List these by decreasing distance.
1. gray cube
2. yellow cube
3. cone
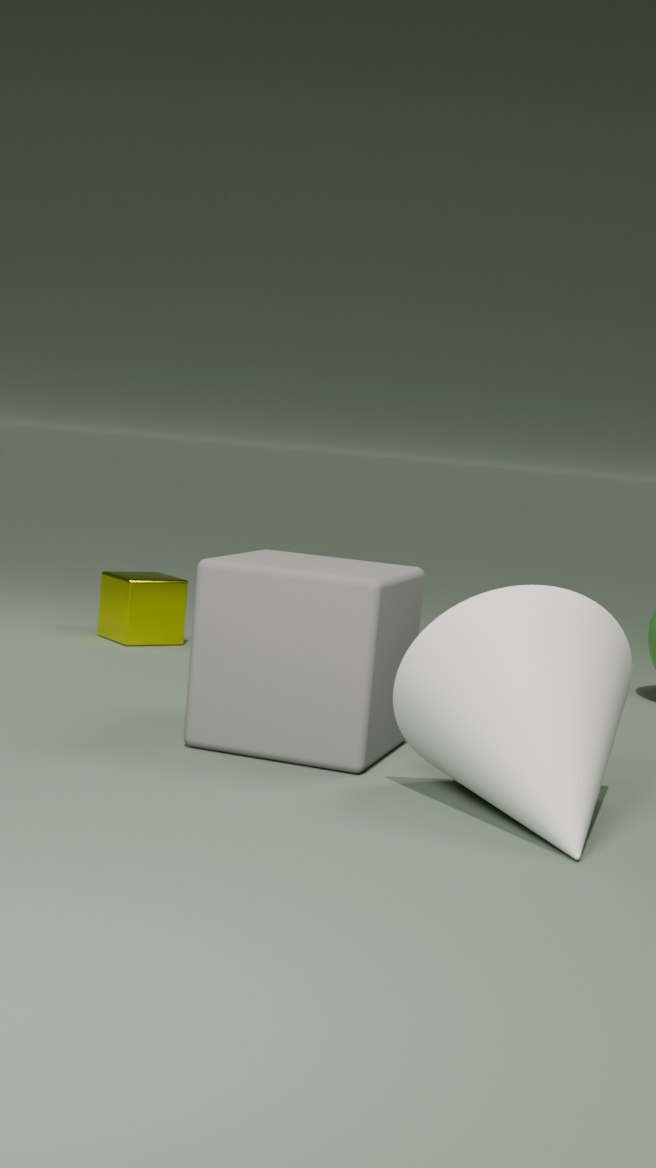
1. yellow cube
2. gray cube
3. cone
